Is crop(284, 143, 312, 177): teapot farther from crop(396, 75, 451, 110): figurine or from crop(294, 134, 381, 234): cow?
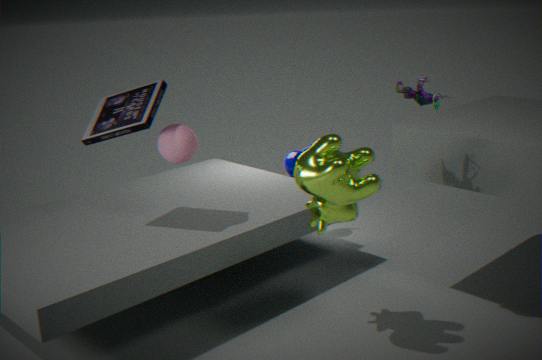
crop(396, 75, 451, 110): figurine
